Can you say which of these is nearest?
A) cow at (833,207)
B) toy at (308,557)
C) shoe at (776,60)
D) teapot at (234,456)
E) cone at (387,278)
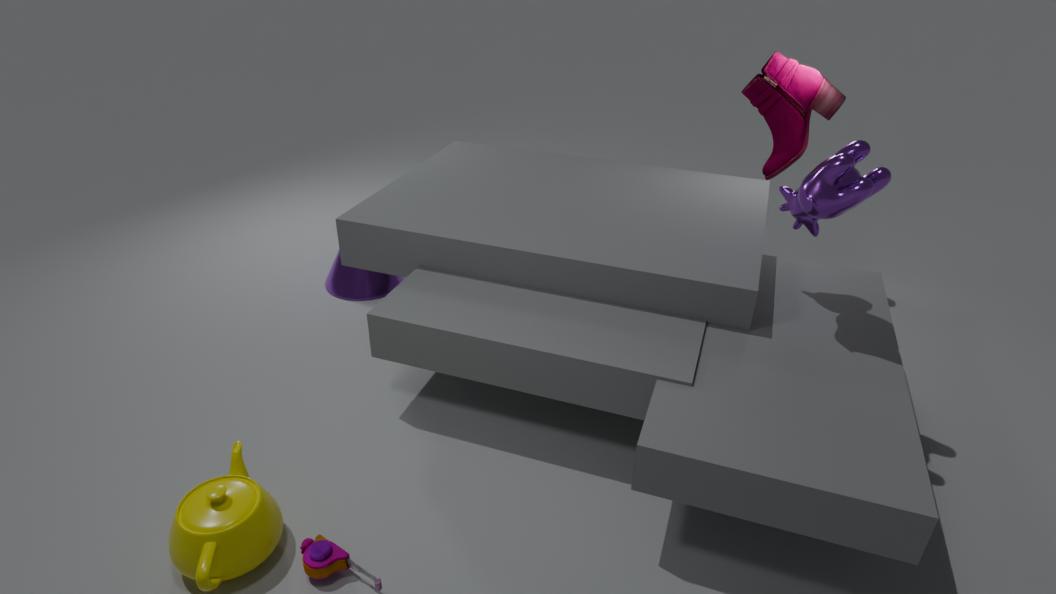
teapot at (234,456)
